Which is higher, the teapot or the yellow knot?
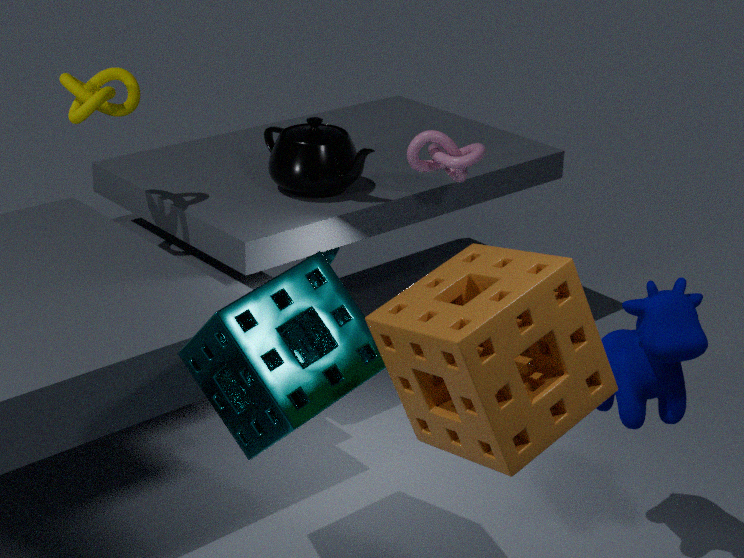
the yellow knot
